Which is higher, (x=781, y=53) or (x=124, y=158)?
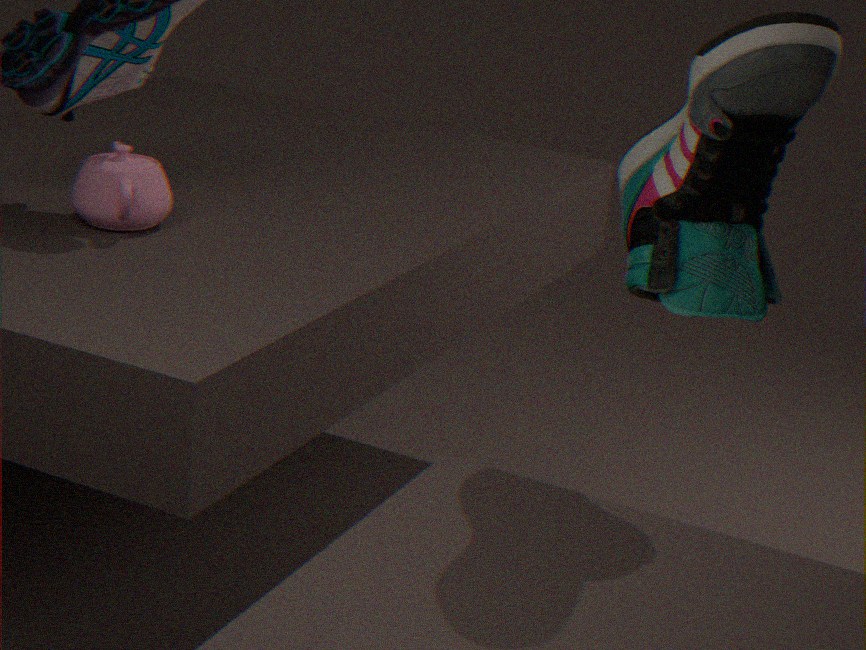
(x=781, y=53)
